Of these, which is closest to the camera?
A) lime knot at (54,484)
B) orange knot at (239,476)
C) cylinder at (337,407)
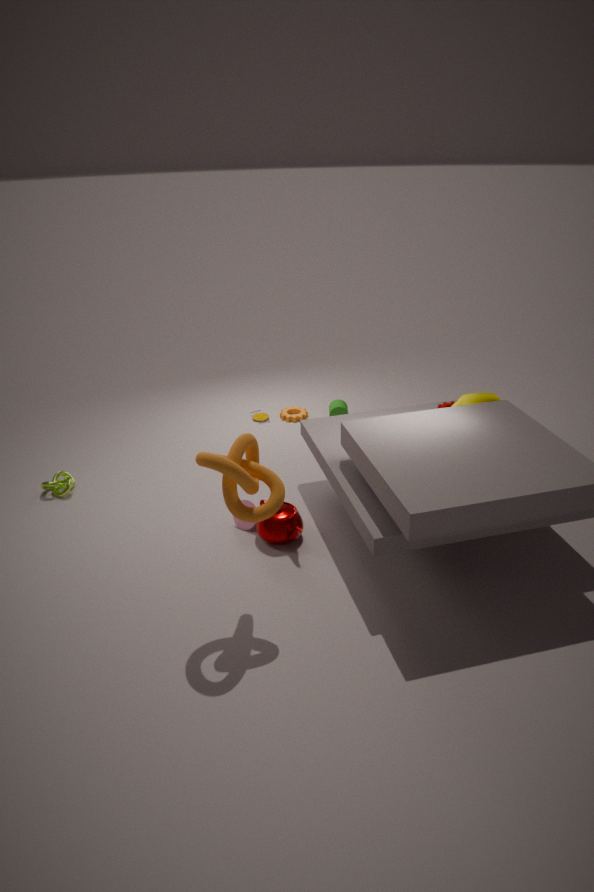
orange knot at (239,476)
